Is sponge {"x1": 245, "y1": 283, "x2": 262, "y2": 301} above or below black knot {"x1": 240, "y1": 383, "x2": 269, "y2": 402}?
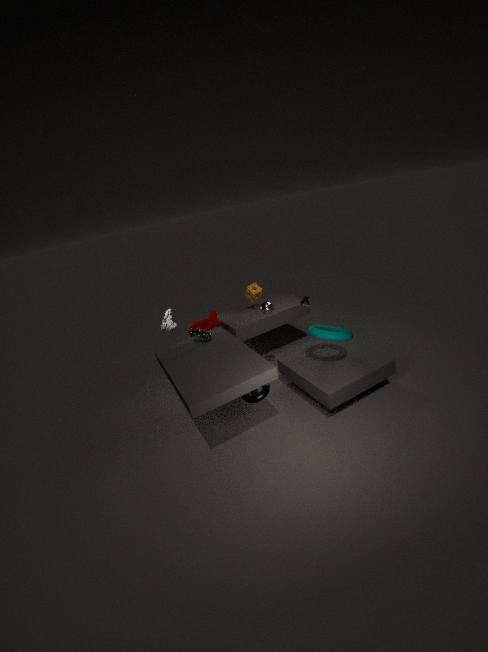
above
